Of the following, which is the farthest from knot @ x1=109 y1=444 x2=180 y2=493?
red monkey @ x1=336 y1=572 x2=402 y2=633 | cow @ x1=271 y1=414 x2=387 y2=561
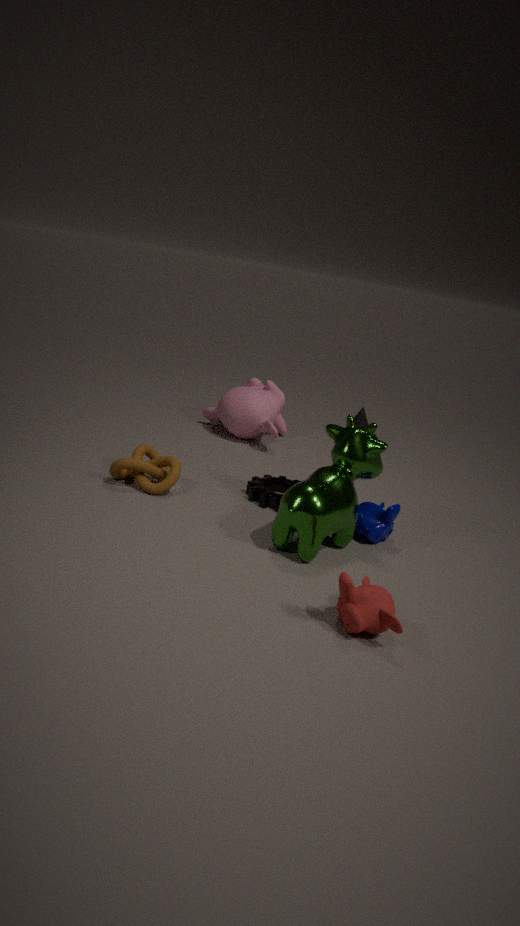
red monkey @ x1=336 y1=572 x2=402 y2=633
